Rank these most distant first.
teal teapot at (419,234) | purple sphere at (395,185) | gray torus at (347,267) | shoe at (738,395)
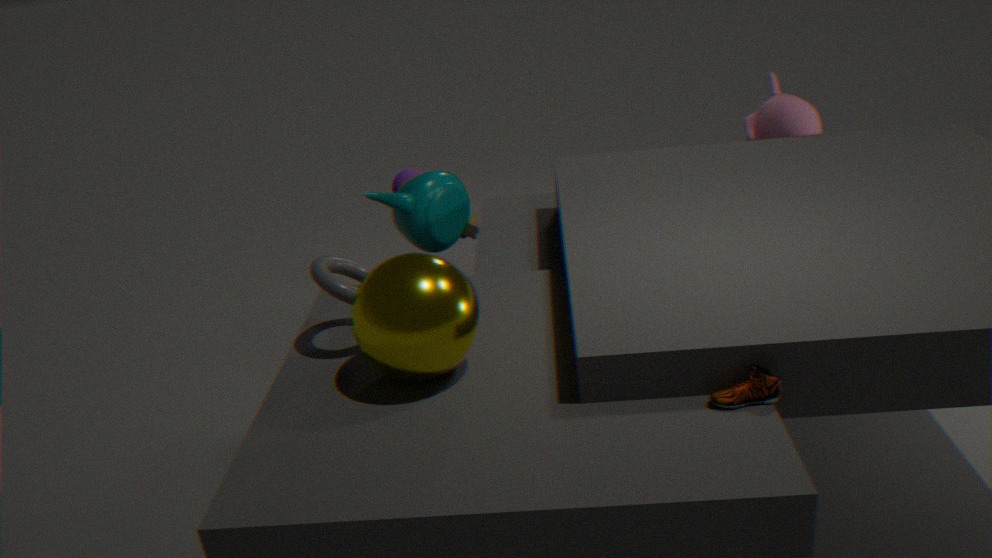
1. purple sphere at (395,185)
2. teal teapot at (419,234)
3. gray torus at (347,267)
4. shoe at (738,395)
